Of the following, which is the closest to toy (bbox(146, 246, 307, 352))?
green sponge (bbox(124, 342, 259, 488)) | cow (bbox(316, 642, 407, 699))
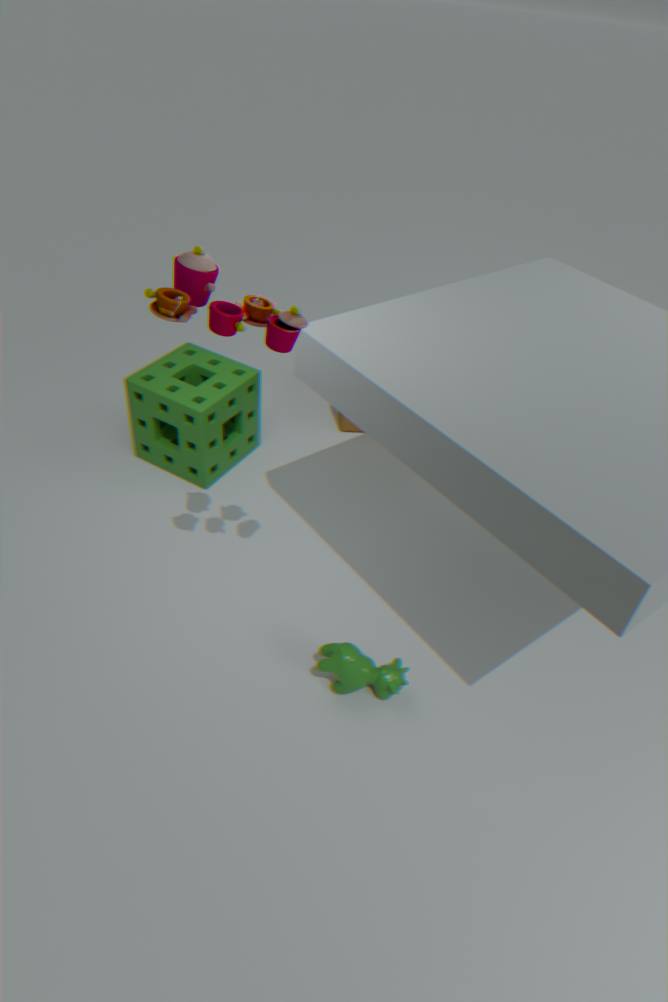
cow (bbox(316, 642, 407, 699))
